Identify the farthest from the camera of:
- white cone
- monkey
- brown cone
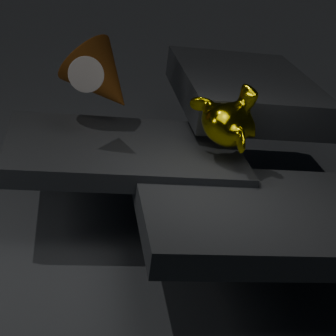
brown cone
